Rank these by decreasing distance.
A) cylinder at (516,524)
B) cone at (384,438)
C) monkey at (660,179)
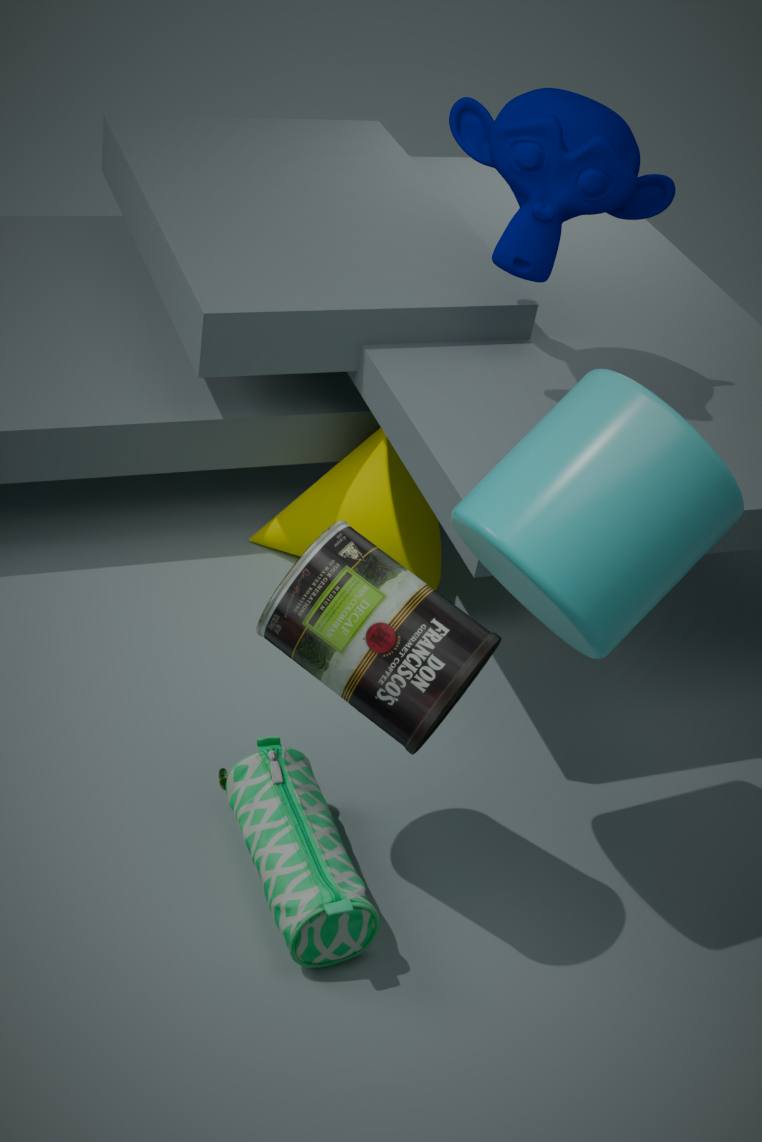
cone at (384,438) < monkey at (660,179) < cylinder at (516,524)
